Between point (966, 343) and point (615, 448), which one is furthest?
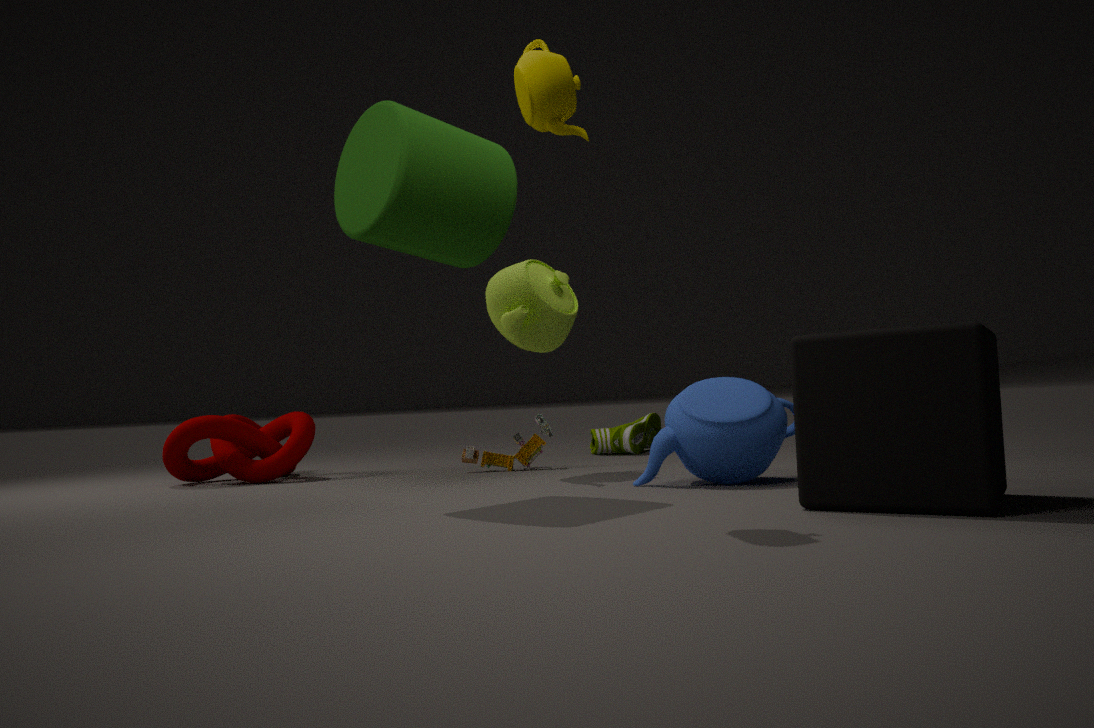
point (615, 448)
